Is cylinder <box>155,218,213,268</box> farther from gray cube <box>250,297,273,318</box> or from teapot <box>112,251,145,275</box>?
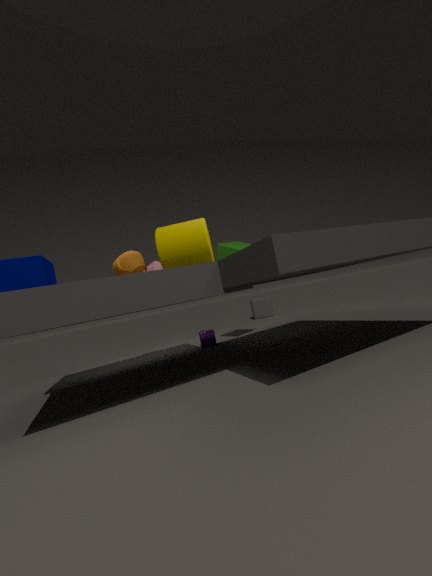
gray cube <box>250,297,273,318</box>
